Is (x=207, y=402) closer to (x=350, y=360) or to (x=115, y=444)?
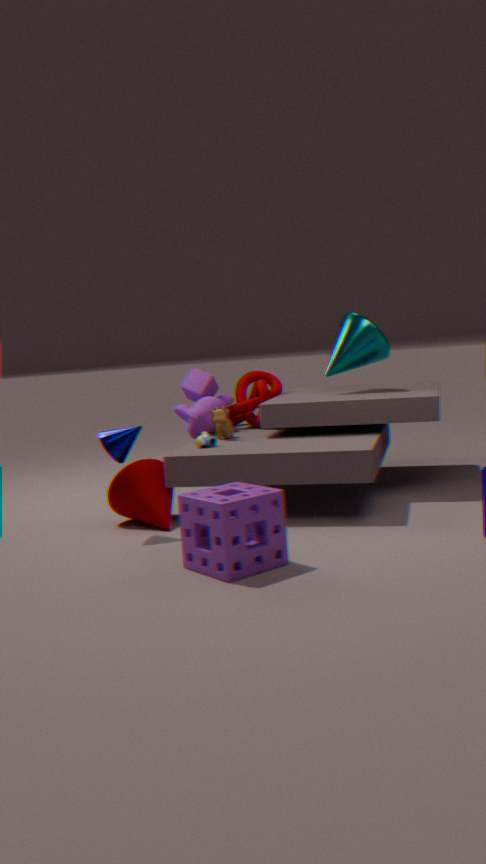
(x=350, y=360)
